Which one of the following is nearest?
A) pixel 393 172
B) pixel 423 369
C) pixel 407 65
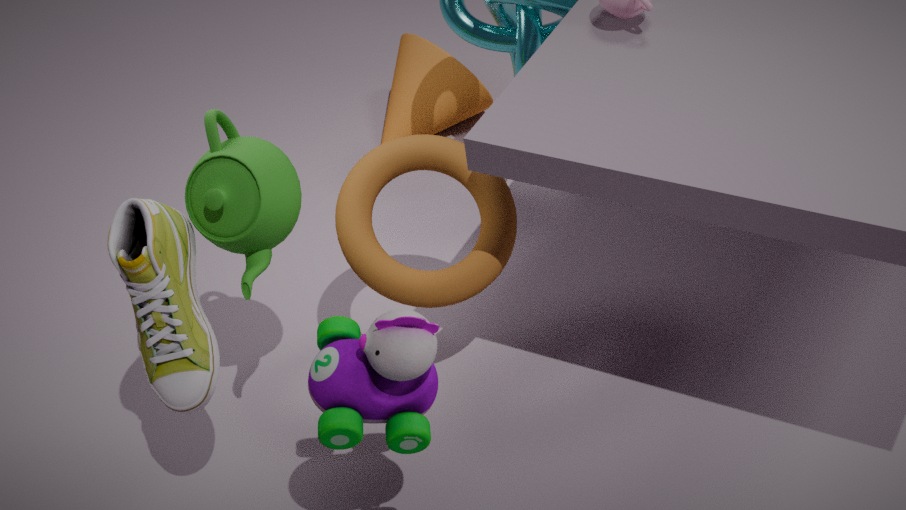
pixel 423 369
